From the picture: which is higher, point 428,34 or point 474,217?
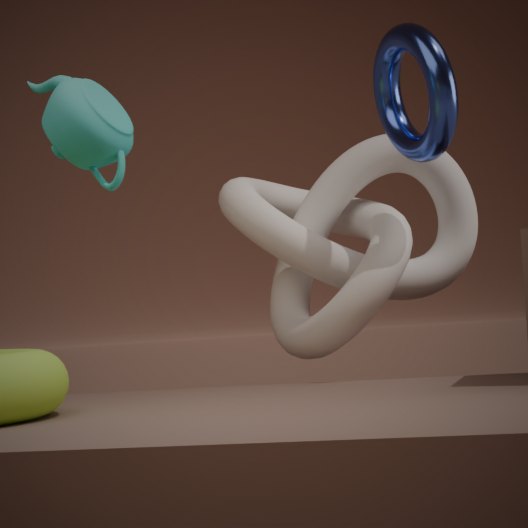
point 428,34
